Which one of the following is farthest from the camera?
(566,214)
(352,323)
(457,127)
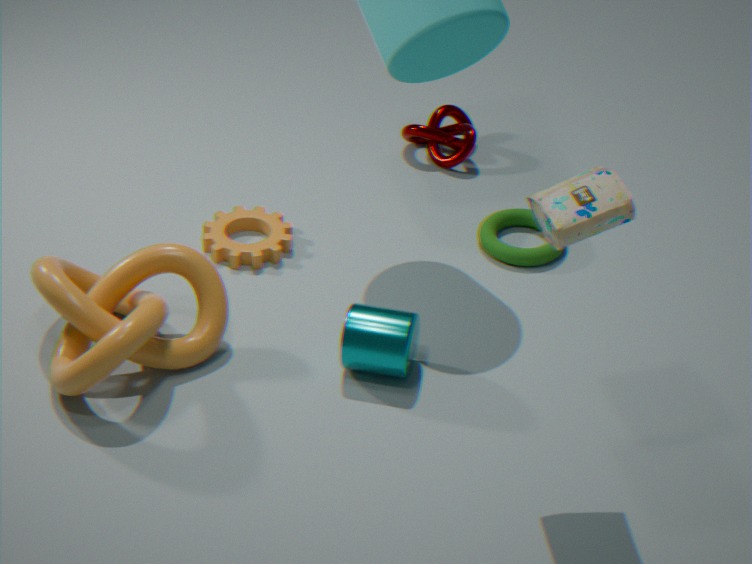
(457,127)
